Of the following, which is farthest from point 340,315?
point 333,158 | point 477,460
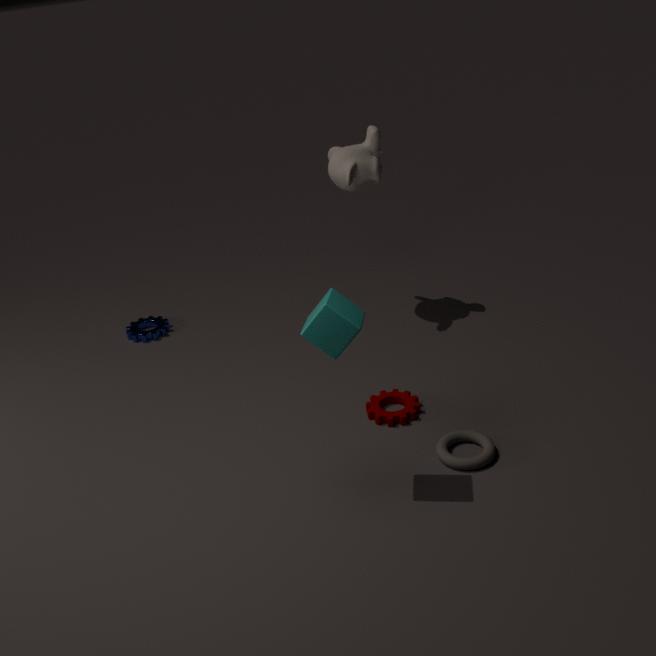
point 333,158
